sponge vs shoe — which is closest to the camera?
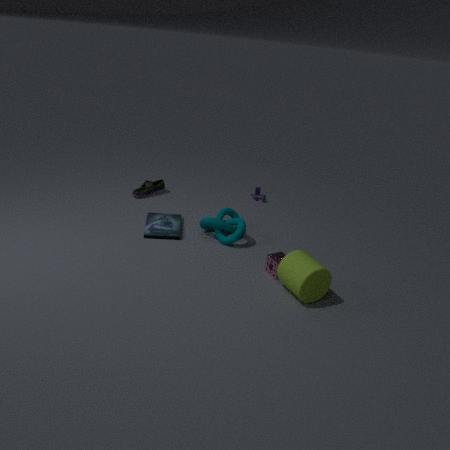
sponge
